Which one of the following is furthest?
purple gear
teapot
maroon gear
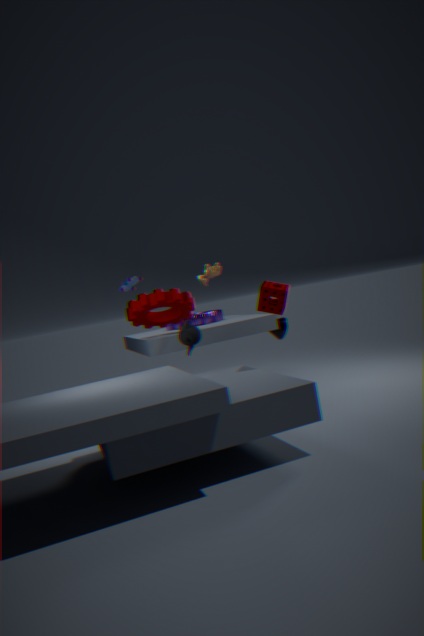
purple gear
